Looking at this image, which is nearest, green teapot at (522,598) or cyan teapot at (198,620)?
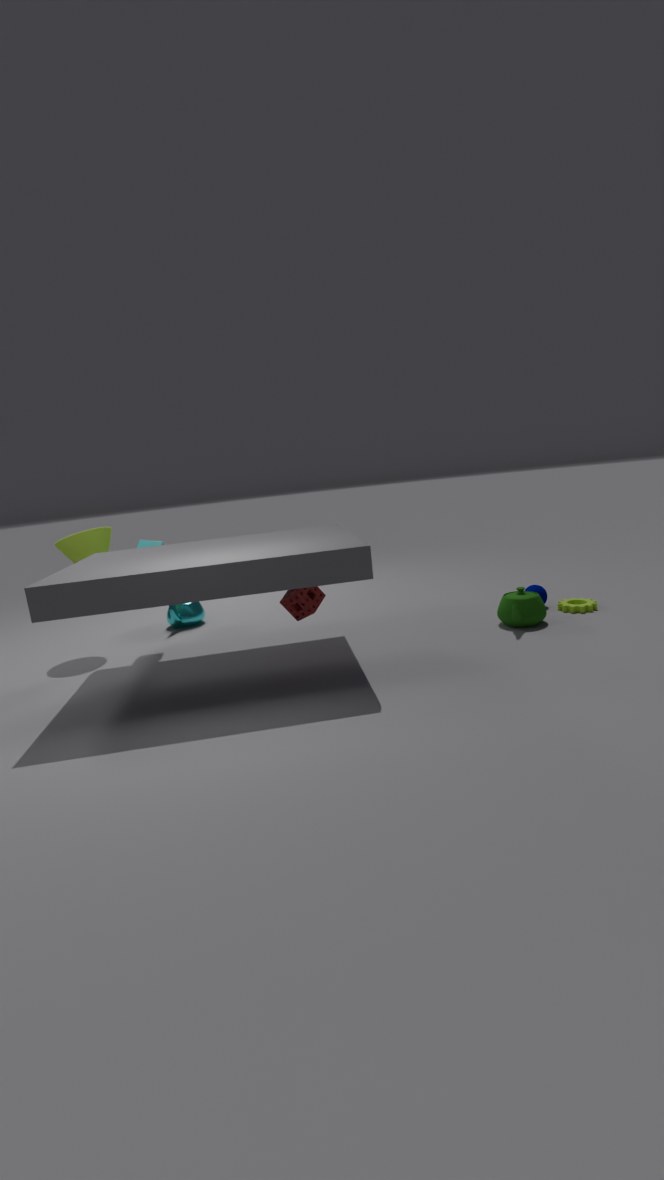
green teapot at (522,598)
